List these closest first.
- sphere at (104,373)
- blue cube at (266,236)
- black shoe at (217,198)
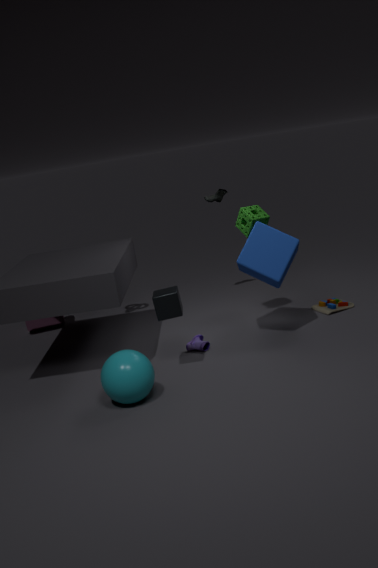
sphere at (104,373)
blue cube at (266,236)
black shoe at (217,198)
